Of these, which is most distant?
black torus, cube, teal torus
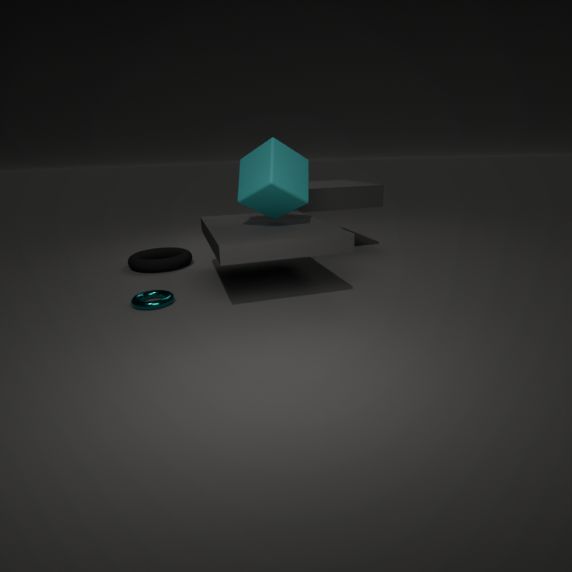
black torus
